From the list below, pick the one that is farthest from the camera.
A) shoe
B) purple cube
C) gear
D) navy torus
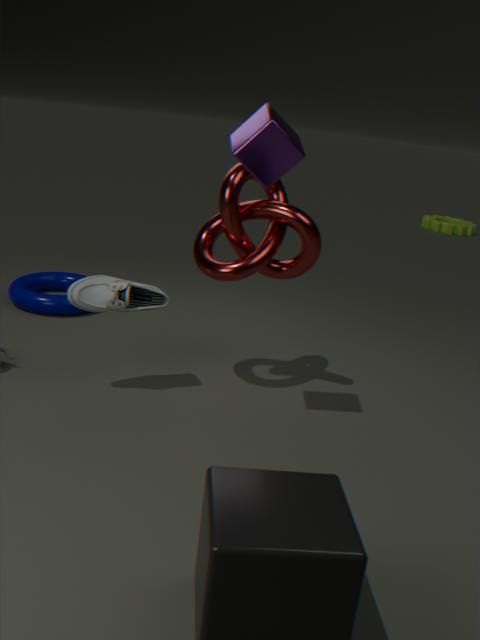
gear
